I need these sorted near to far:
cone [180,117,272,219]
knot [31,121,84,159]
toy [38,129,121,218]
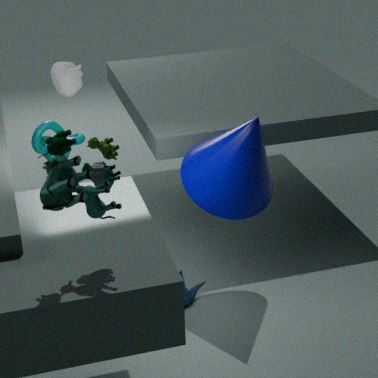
toy [38,129,121,218]
cone [180,117,272,219]
knot [31,121,84,159]
